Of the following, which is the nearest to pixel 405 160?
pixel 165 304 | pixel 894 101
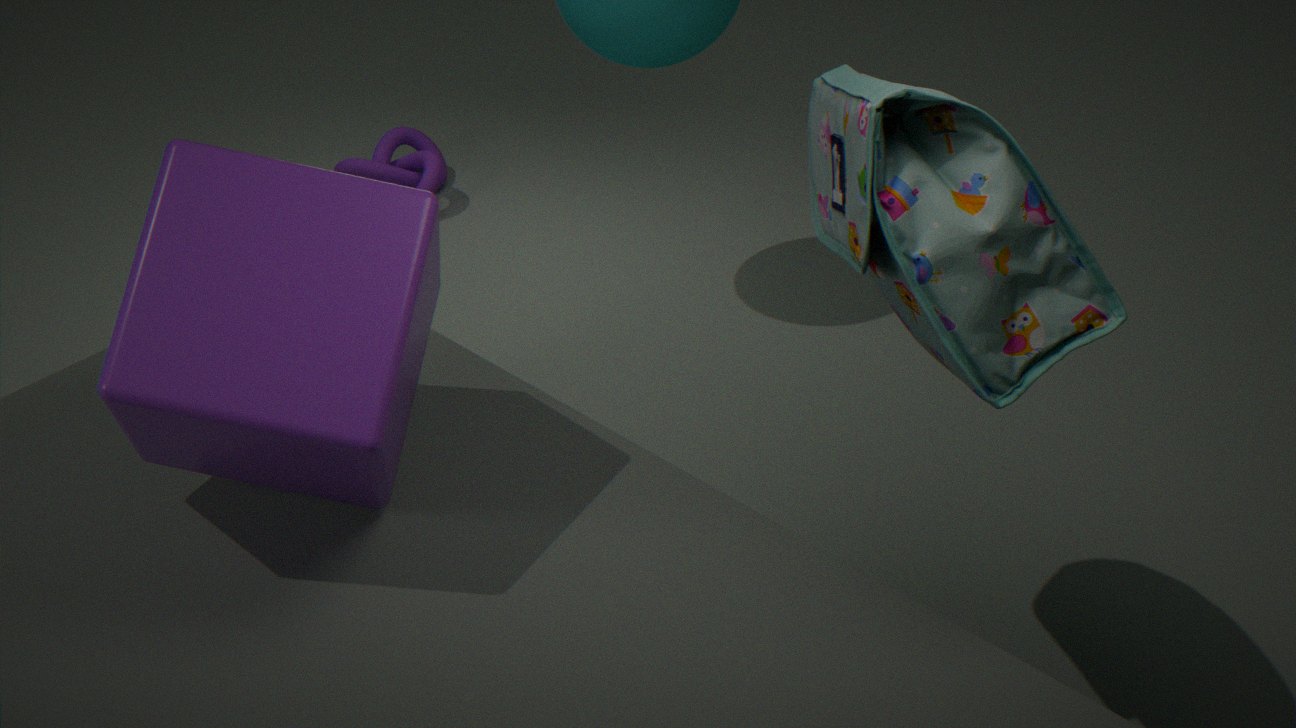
pixel 165 304
